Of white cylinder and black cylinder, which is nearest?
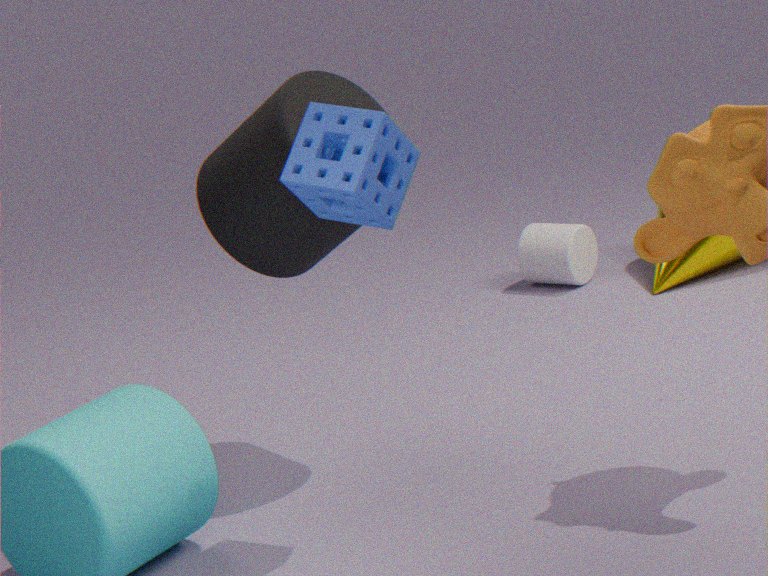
black cylinder
